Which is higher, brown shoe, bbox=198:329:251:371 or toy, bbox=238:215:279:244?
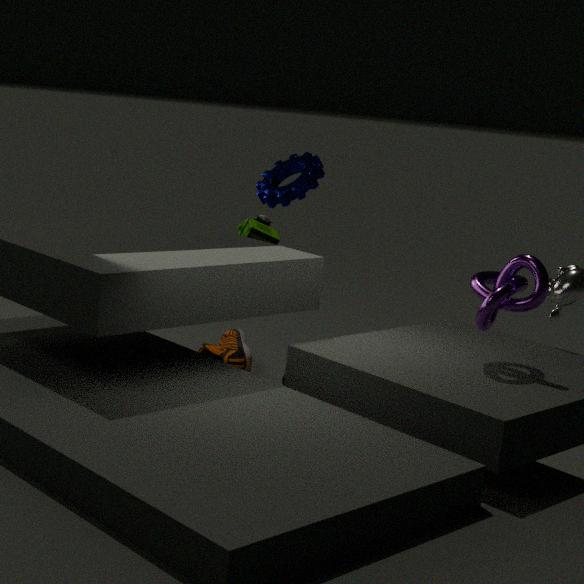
toy, bbox=238:215:279:244
